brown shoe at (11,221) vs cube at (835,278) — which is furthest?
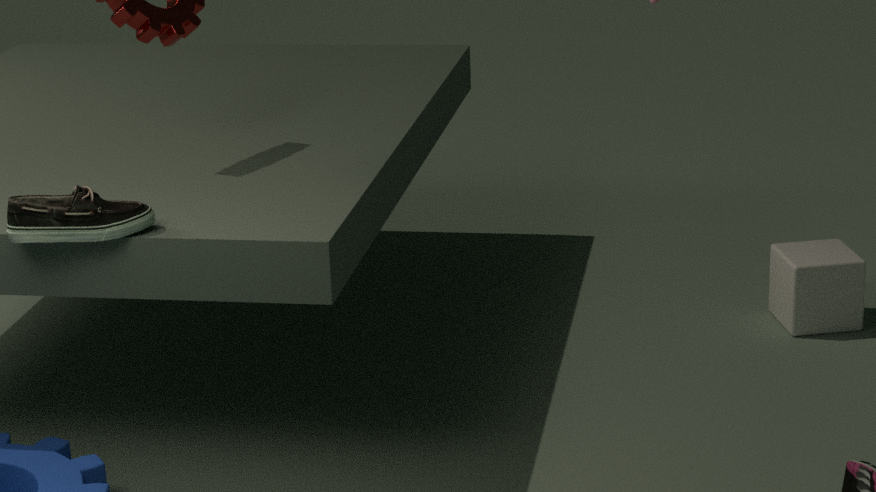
cube at (835,278)
